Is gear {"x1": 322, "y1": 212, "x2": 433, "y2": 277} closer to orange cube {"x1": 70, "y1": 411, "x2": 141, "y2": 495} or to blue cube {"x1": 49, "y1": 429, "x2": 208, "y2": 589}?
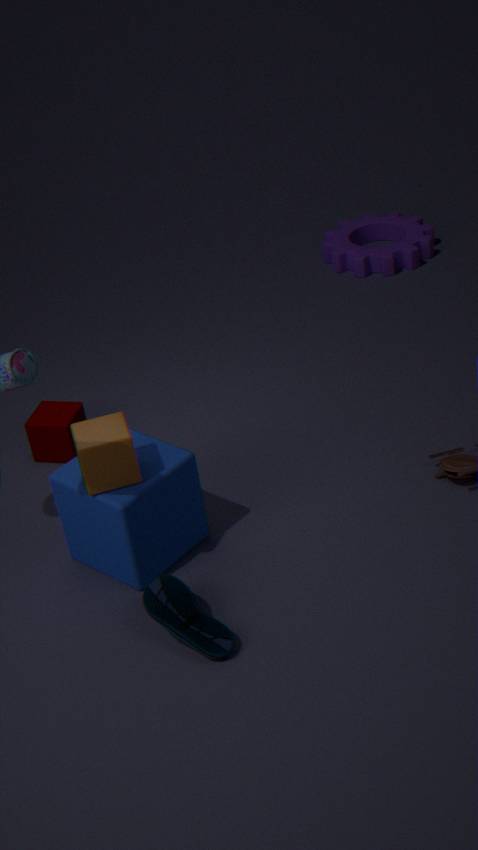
blue cube {"x1": 49, "y1": 429, "x2": 208, "y2": 589}
